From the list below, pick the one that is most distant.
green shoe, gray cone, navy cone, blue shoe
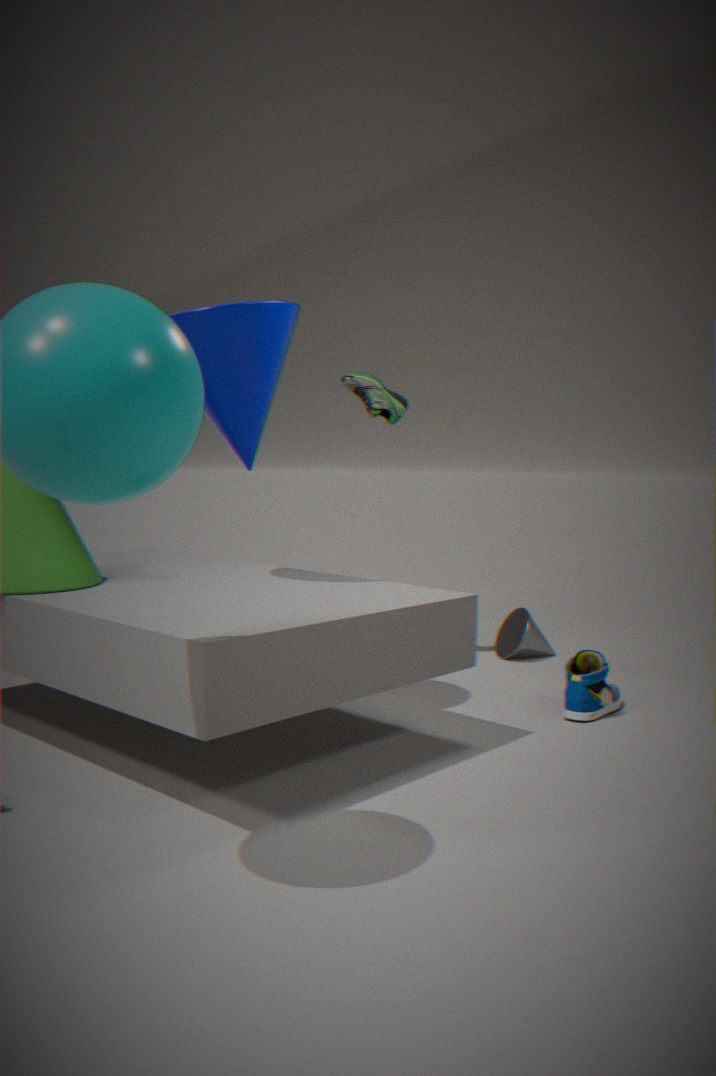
gray cone
